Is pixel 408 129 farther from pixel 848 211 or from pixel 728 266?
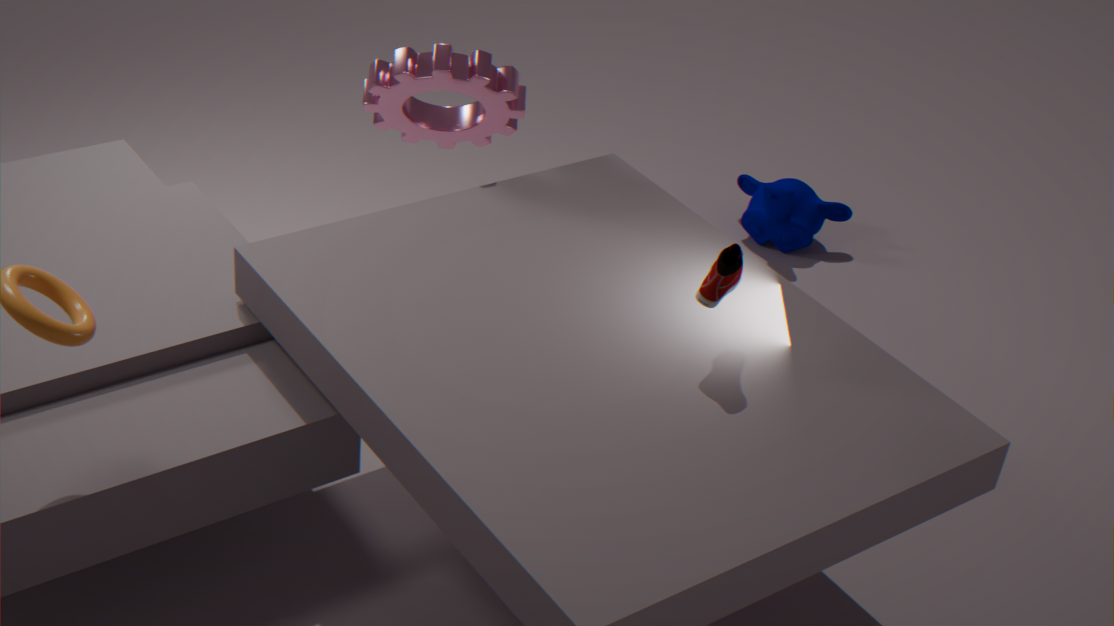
pixel 848 211
